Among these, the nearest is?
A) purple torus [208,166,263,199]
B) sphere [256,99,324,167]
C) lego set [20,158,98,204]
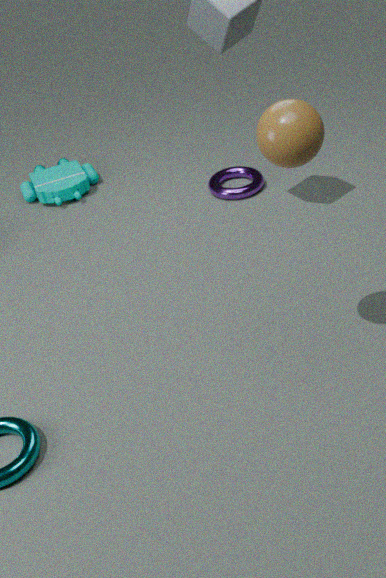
sphere [256,99,324,167]
